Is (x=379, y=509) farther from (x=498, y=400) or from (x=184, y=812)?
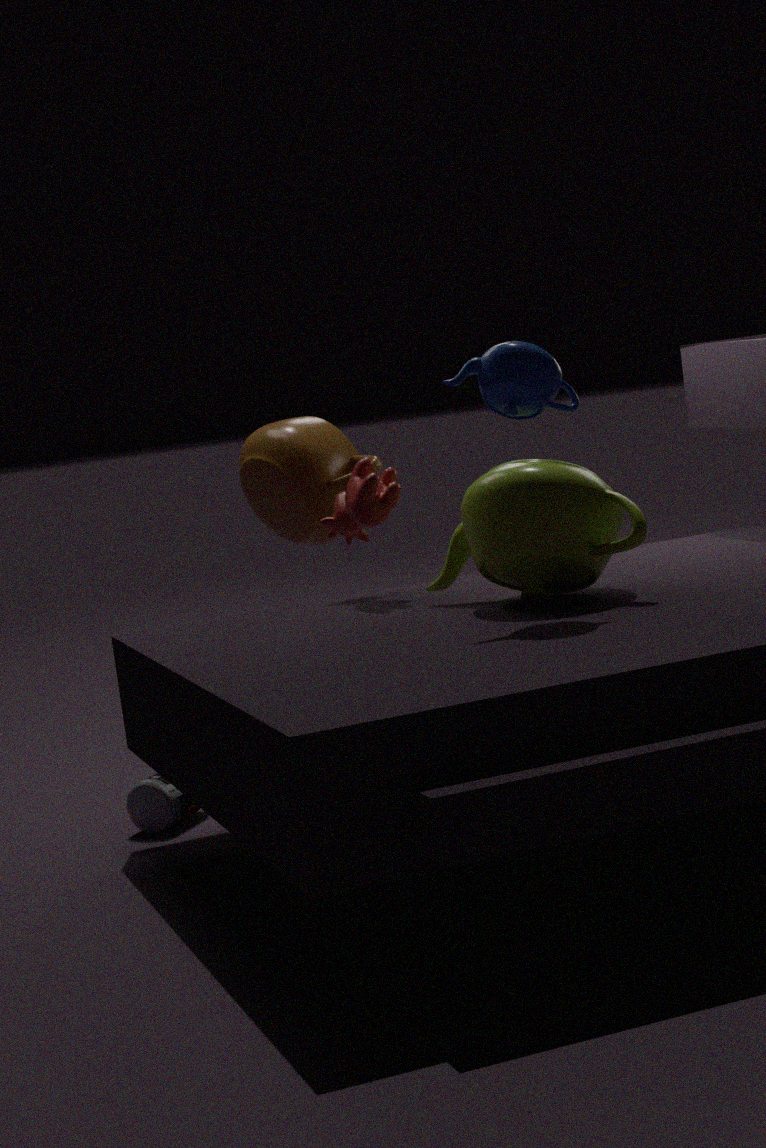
(x=184, y=812)
